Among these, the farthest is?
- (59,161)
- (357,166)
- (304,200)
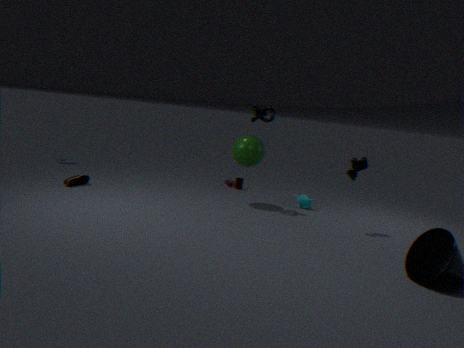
(59,161)
